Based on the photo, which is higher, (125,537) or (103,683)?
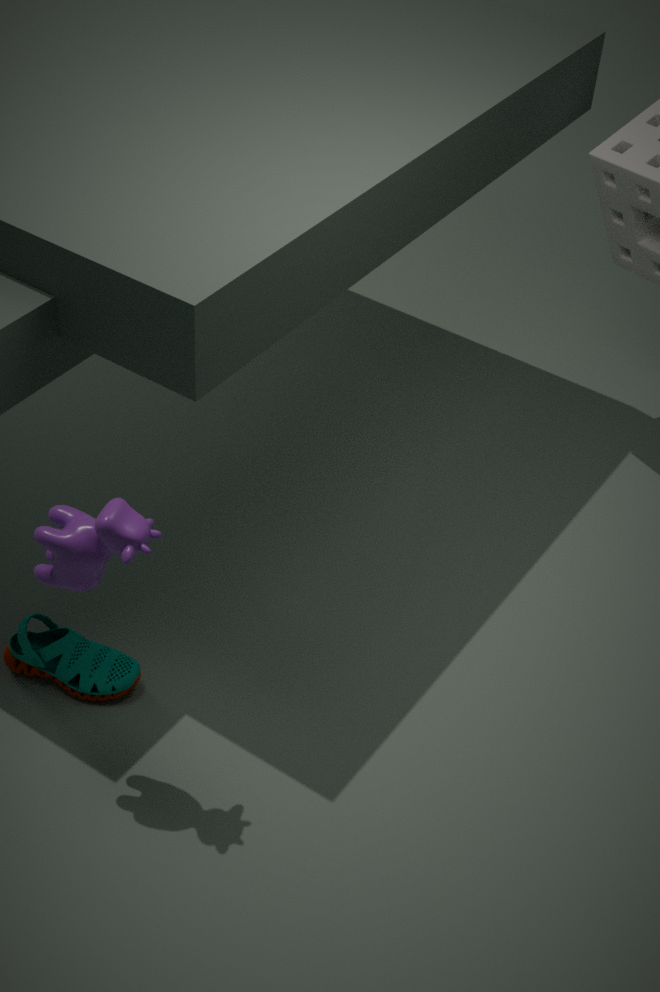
(125,537)
